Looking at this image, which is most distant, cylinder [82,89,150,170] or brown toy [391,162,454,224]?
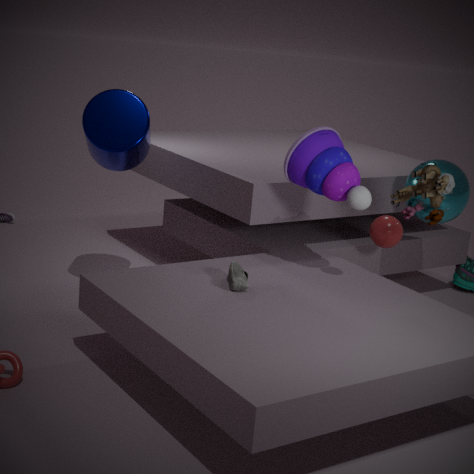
cylinder [82,89,150,170]
